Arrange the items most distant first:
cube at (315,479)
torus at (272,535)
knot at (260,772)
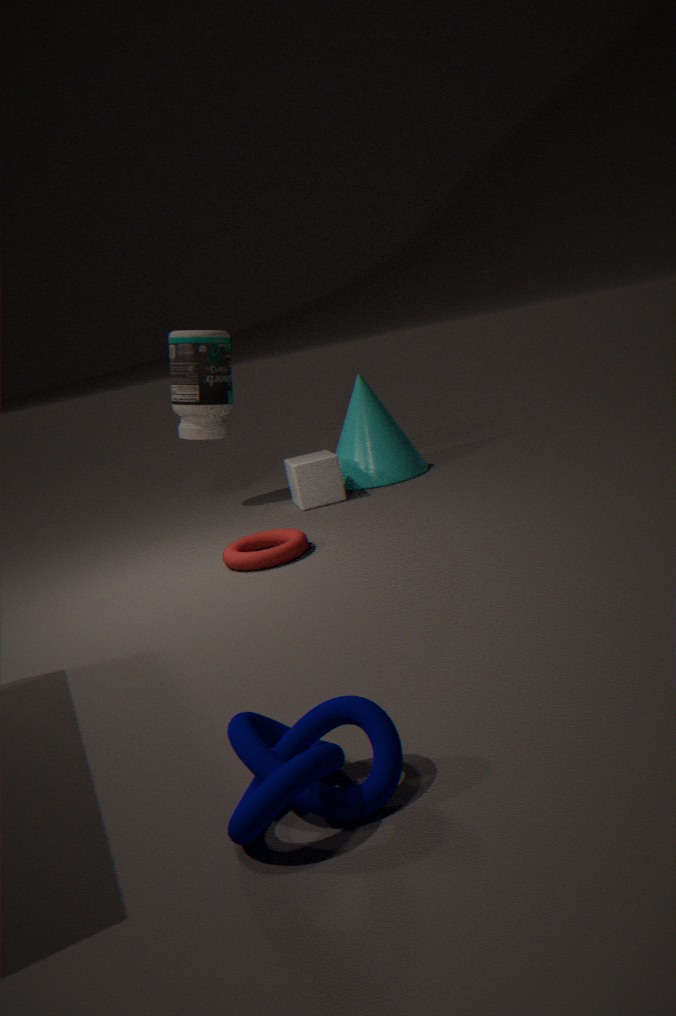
cube at (315,479) < torus at (272,535) < knot at (260,772)
